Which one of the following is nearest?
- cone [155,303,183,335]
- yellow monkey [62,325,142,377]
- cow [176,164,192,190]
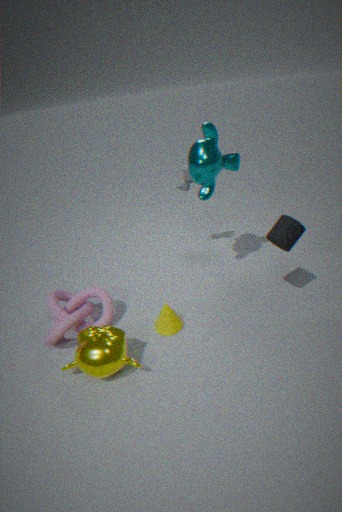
yellow monkey [62,325,142,377]
